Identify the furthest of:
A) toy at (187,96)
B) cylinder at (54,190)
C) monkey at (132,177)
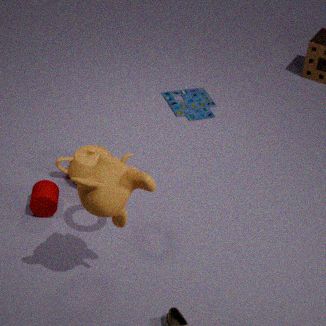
toy at (187,96)
